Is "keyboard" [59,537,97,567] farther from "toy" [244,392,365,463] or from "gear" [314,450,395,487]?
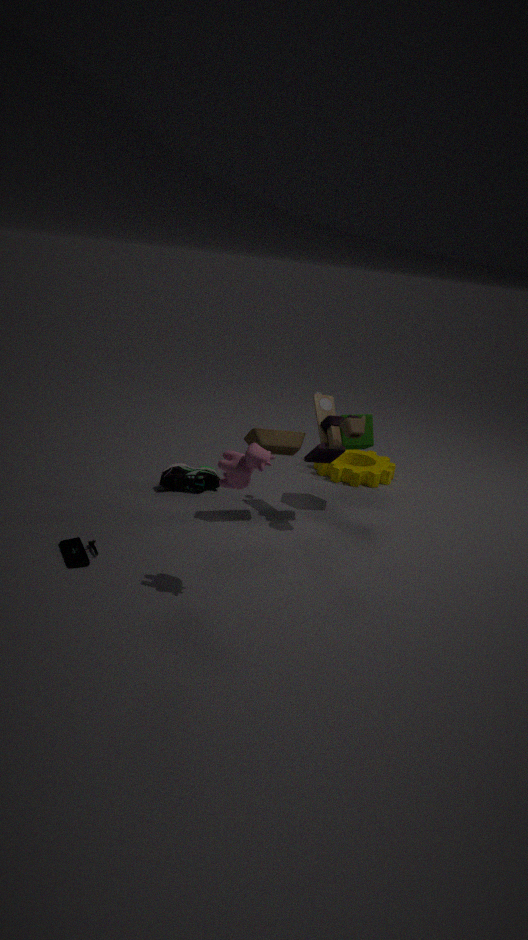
"gear" [314,450,395,487]
